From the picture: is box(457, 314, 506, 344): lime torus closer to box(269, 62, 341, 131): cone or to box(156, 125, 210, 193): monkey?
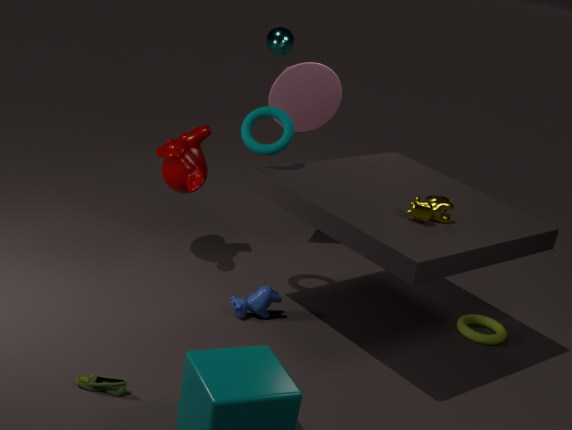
box(269, 62, 341, 131): cone
